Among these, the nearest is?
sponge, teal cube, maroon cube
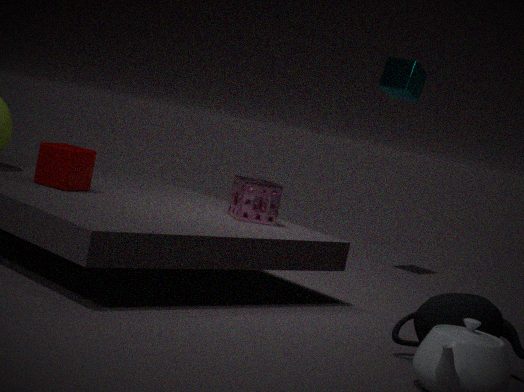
maroon cube
